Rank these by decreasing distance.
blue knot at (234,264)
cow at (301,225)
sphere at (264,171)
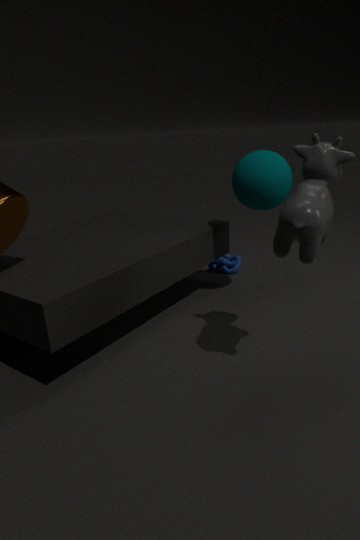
blue knot at (234,264) < sphere at (264,171) < cow at (301,225)
